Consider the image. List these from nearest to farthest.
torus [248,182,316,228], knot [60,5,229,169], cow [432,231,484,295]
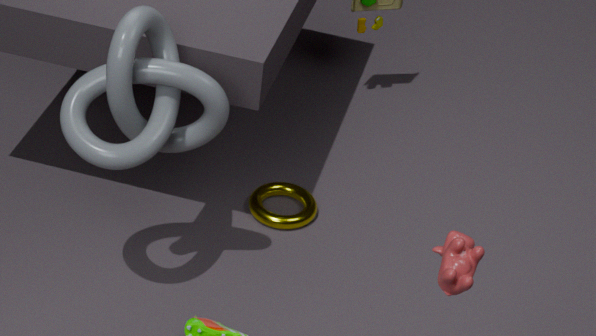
cow [432,231,484,295], knot [60,5,229,169], torus [248,182,316,228]
